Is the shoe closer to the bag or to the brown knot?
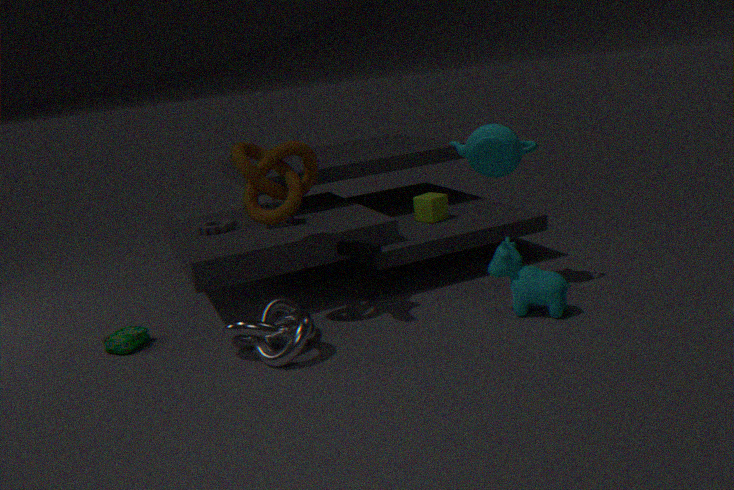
the brown knot
